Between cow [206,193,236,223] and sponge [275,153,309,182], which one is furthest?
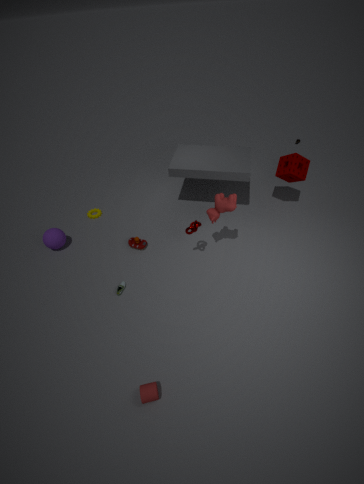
sponge [275,153,309,182]
